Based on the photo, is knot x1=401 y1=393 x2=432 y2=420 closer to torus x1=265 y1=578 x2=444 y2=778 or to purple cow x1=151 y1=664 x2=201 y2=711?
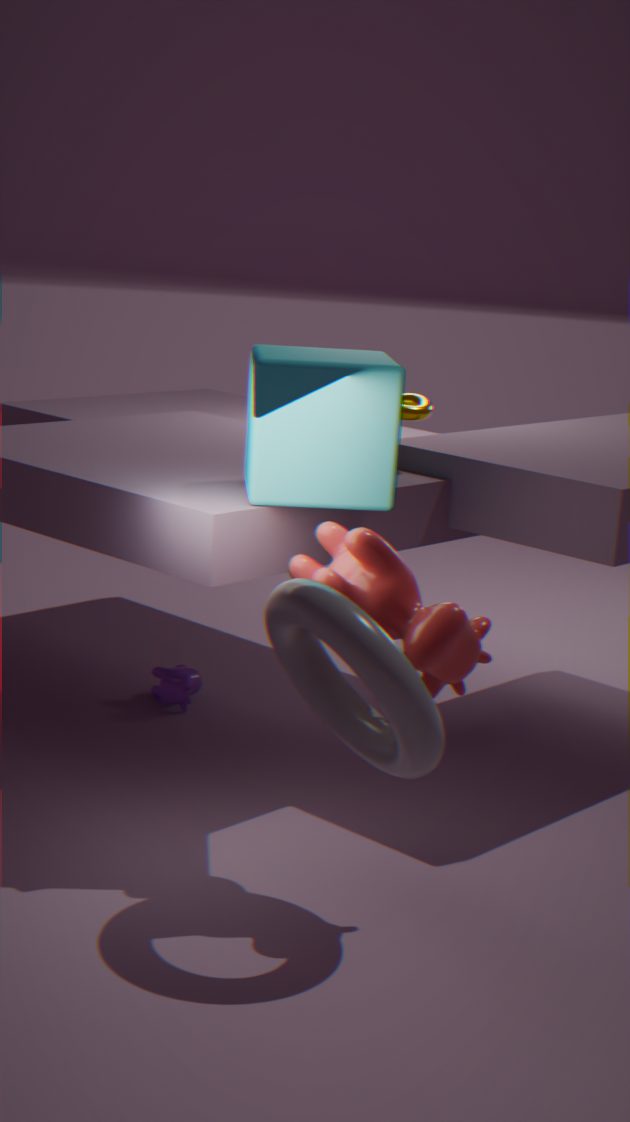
torus x1=265 y1=578 x2=444 y2=778
